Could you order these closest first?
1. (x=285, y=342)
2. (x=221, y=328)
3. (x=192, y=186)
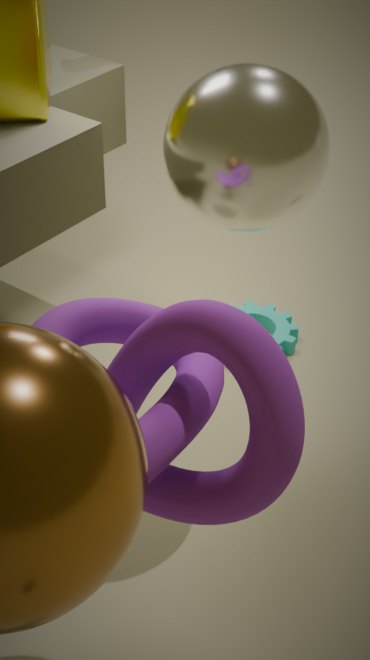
(x=221, y=328), (x=192, y=186), (x=285, y=342)
